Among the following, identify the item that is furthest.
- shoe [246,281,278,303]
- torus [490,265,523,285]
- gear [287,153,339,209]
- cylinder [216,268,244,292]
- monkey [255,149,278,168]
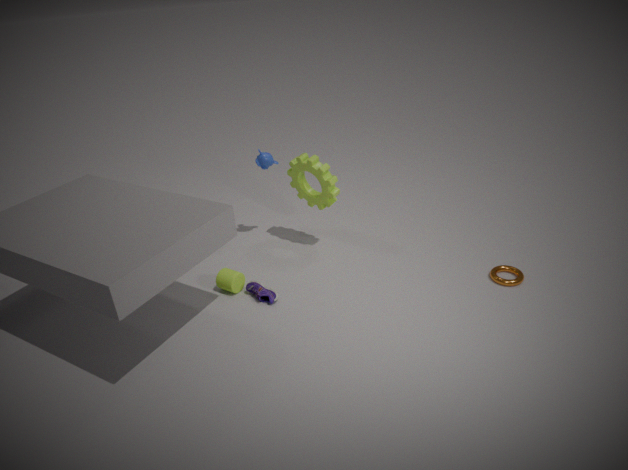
monkey [255,149,278,168]
